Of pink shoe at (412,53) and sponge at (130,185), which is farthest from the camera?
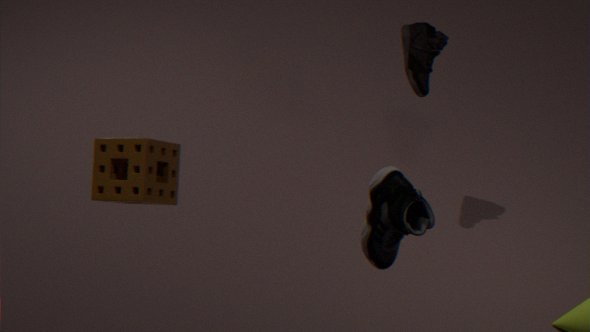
pink shoe at (412,53)
